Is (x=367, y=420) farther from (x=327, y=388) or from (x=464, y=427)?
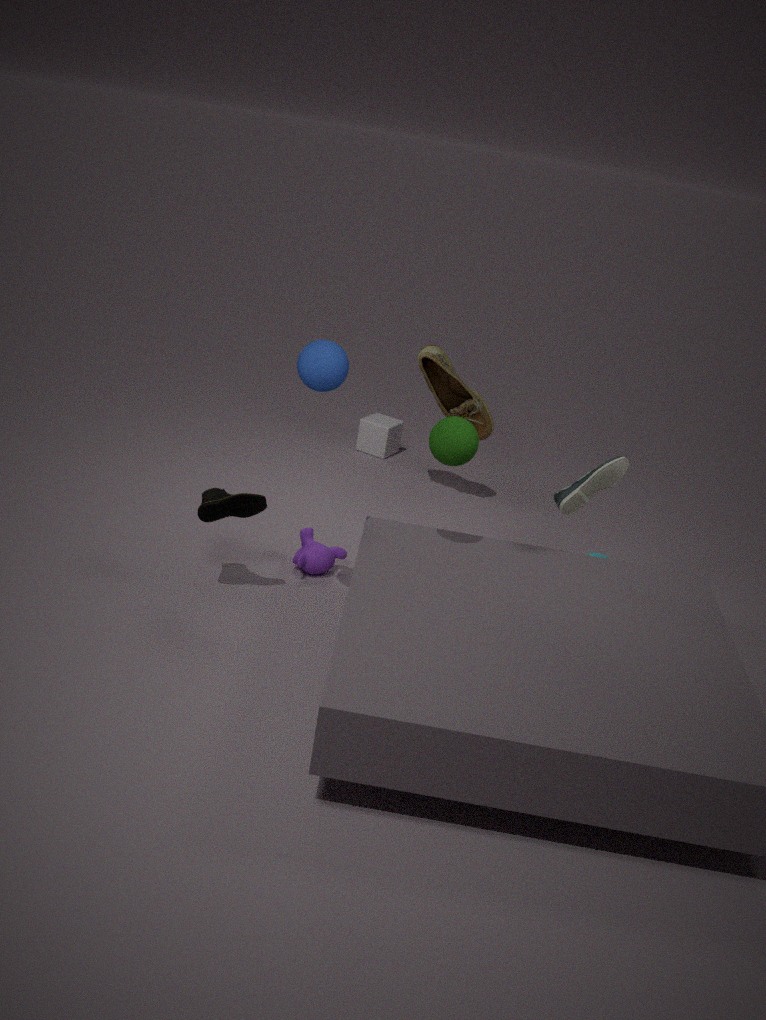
(x=327, y=388)
